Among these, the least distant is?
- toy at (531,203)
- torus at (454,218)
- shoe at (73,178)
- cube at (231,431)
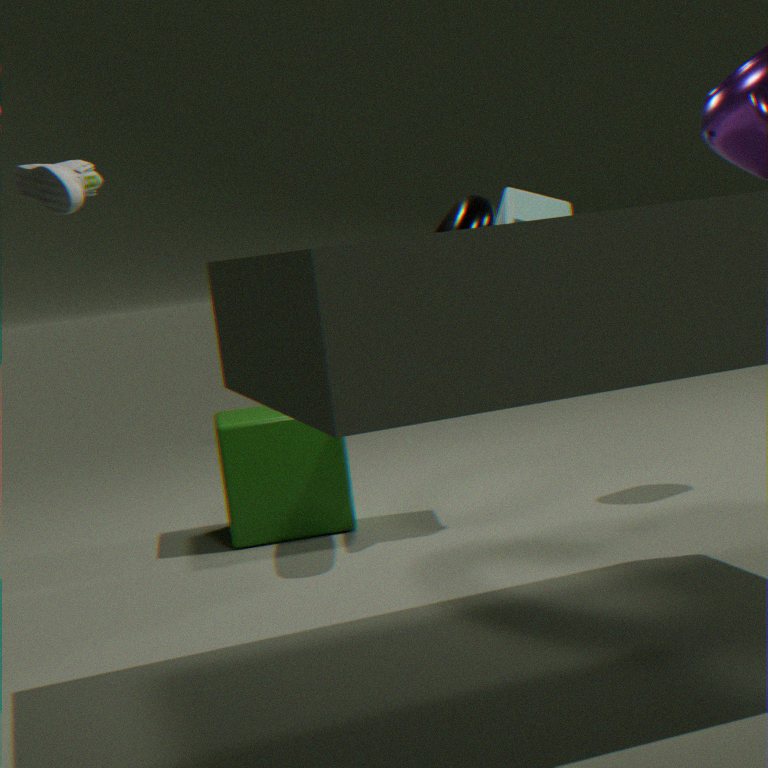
shoe at (73,178)
